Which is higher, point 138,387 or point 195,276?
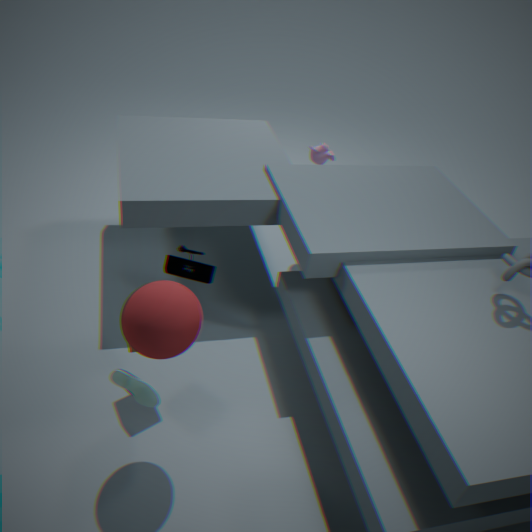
point 138,387
